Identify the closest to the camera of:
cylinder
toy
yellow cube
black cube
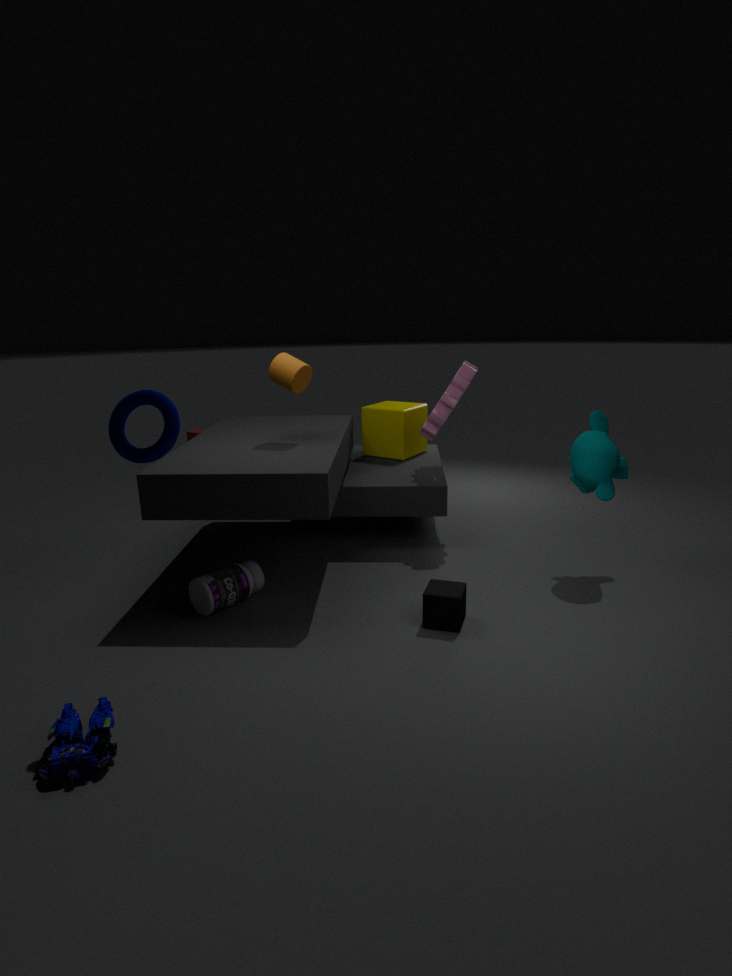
toy
